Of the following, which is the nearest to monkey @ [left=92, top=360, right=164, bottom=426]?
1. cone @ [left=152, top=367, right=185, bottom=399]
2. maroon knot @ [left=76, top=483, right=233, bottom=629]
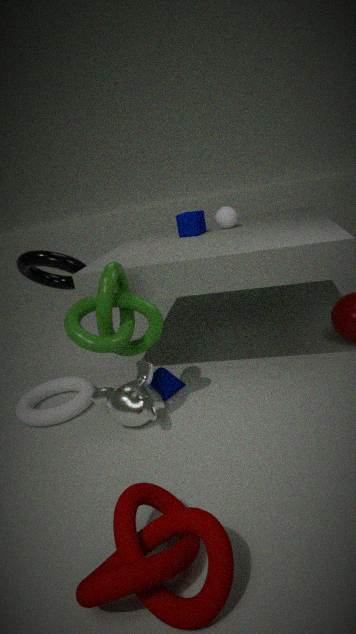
cone @ [left=152, top=367, right=185, bottom=399]
